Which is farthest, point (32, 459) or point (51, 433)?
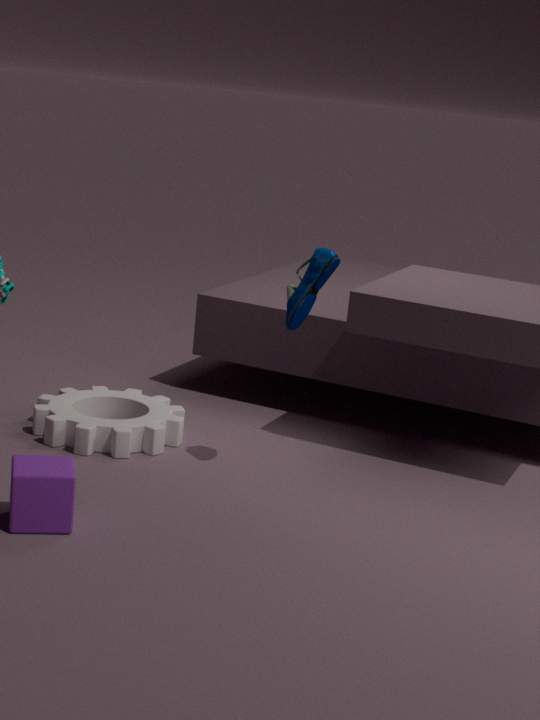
point (51, 433)
